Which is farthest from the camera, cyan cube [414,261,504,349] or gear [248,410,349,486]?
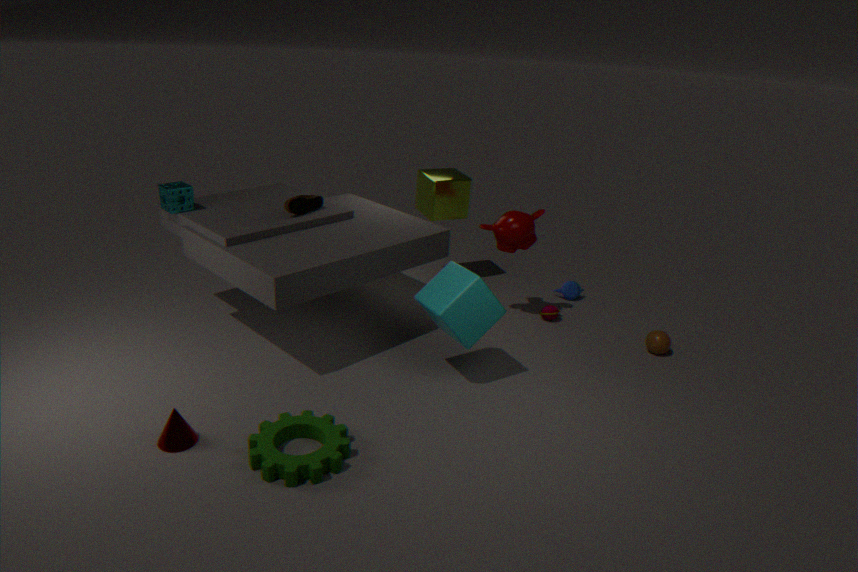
cyan cube [414,261,504,349]
